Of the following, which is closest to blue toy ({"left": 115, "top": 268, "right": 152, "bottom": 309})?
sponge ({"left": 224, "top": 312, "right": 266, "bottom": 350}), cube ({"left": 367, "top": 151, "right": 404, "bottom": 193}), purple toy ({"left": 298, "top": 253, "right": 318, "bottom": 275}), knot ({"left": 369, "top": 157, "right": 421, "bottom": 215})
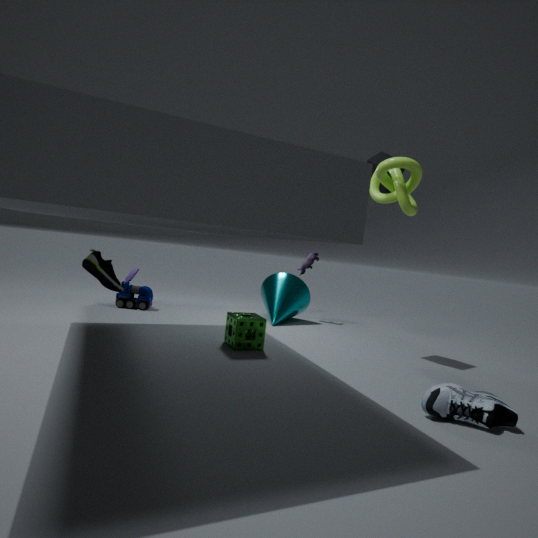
sponge ({"left": 224, "top": 312, "right": 266, "bottom": 350})
